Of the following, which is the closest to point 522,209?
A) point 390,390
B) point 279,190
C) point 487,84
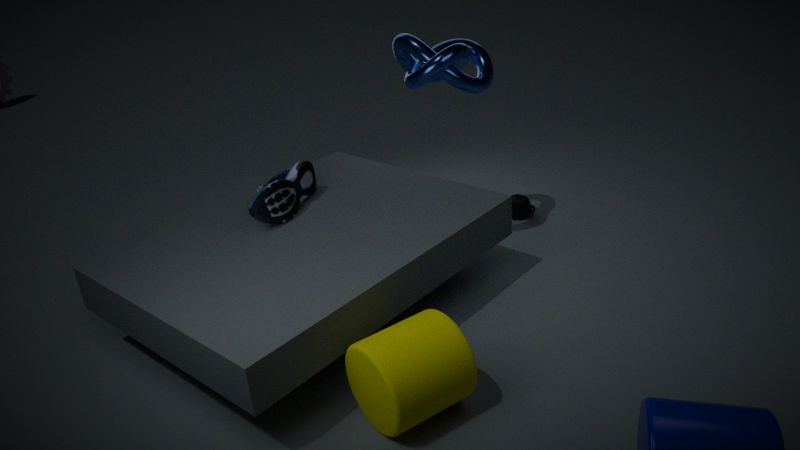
point 487,84
